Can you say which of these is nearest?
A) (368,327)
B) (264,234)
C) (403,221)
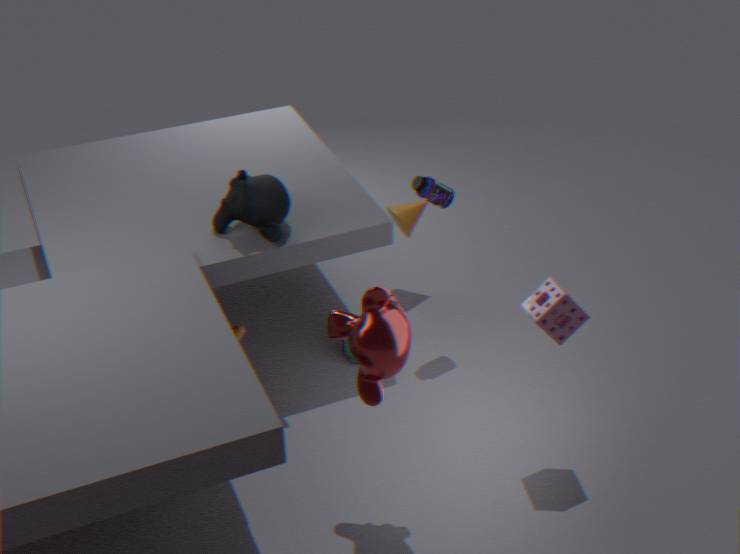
(368,327)
